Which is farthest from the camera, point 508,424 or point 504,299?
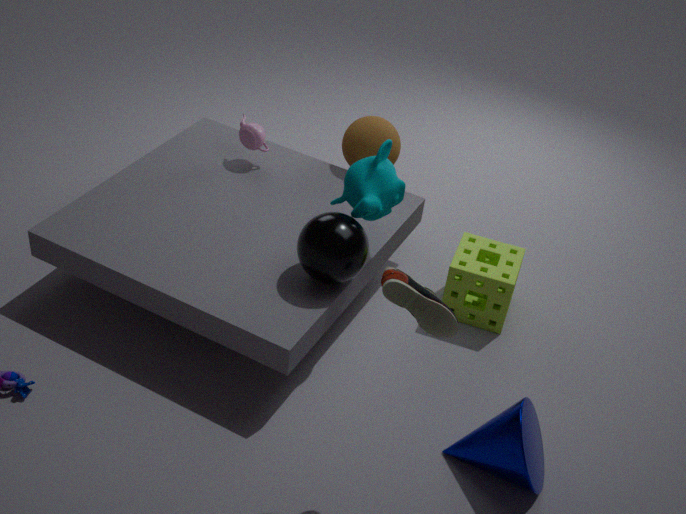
point 504,299
